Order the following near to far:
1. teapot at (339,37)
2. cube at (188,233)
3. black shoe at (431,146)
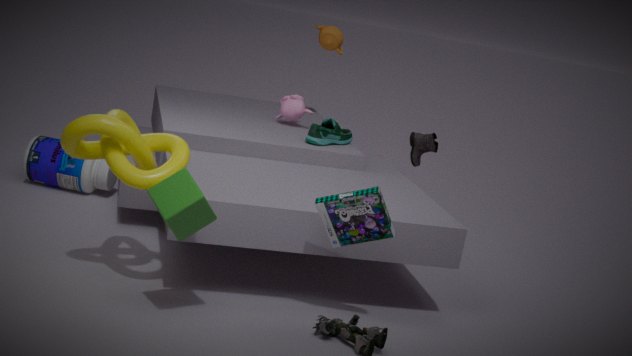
cube at (188,233)
black shoe at (431,146)
teapot at (339,37)
